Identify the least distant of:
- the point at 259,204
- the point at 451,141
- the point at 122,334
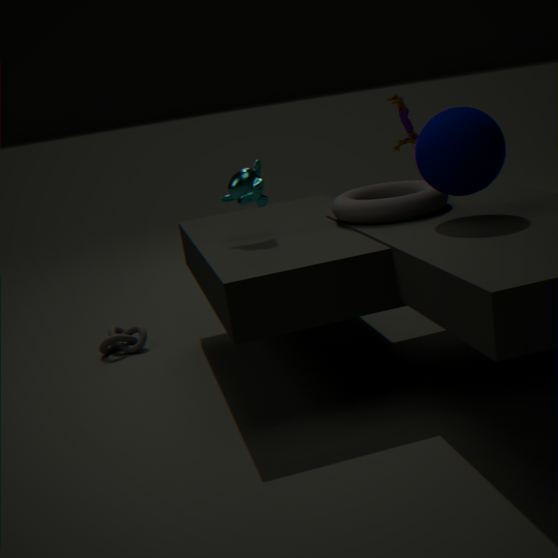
the point at 451,141
